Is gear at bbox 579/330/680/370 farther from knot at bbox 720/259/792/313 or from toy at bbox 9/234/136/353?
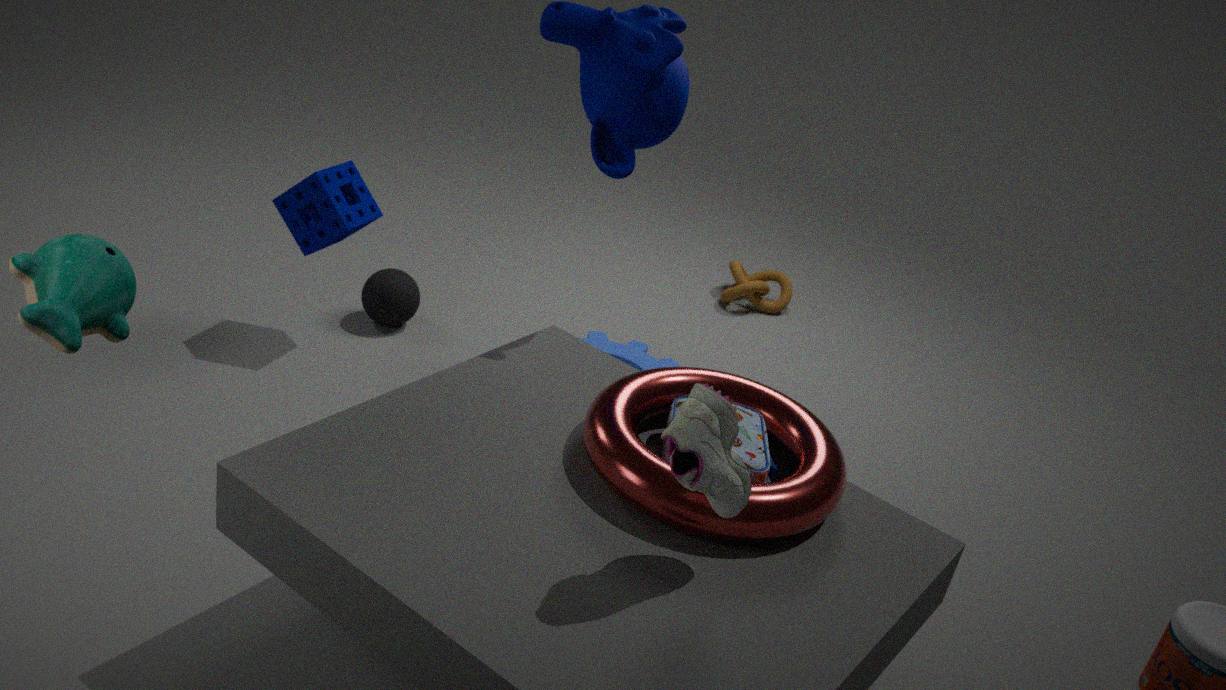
toy at bbox 9/234/136/353
